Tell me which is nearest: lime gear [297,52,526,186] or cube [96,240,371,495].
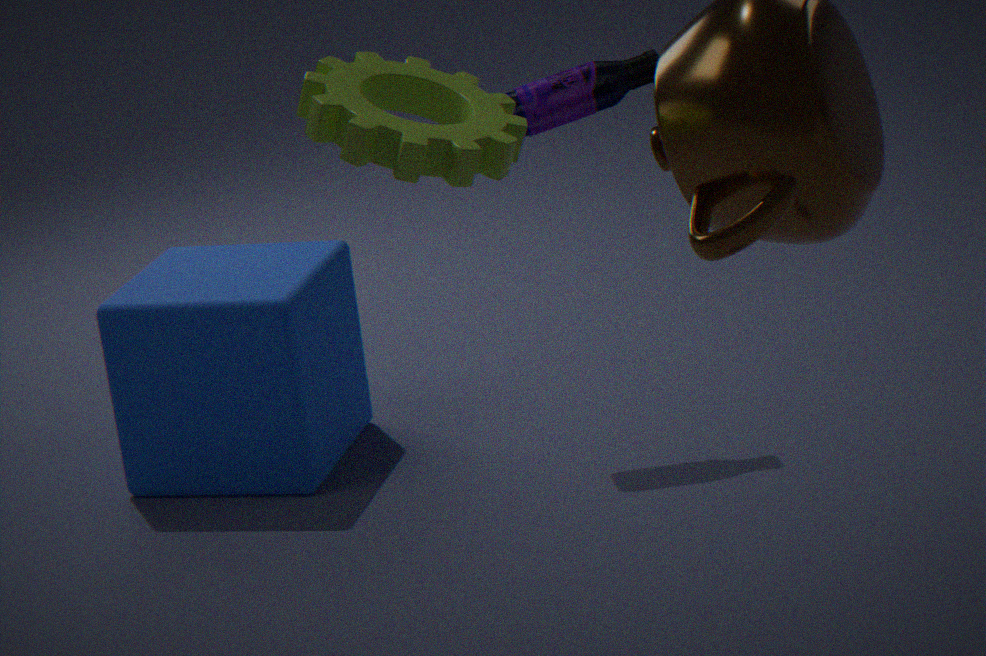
lime gear [297,52,526,186]
